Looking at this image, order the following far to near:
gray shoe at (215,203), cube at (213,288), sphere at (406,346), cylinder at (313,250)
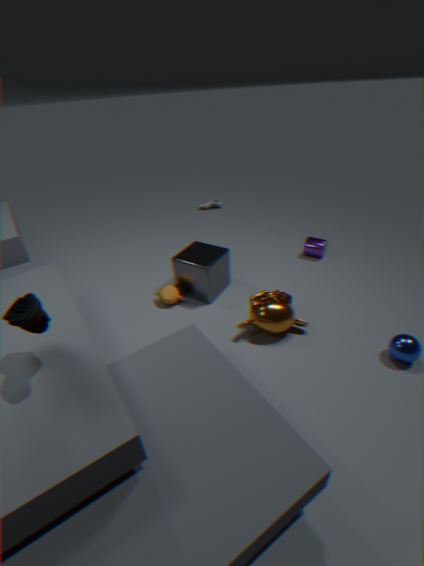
gray shoe at (215,203), cylinder at (313,250), cube at (213,288), sphere at (406,346)
